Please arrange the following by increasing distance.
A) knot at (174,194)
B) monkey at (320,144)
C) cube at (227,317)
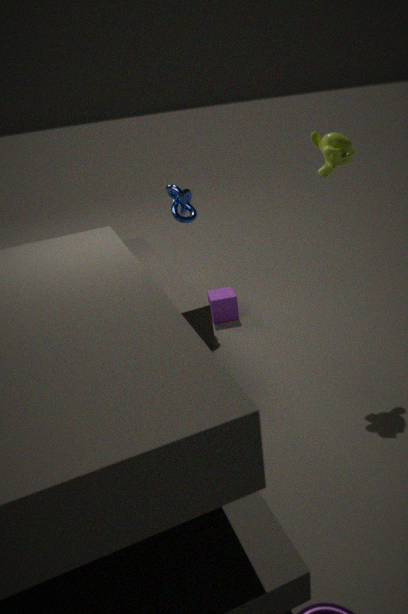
monkey at (320,144) → knot at (174,194) → cube at (227,317)
